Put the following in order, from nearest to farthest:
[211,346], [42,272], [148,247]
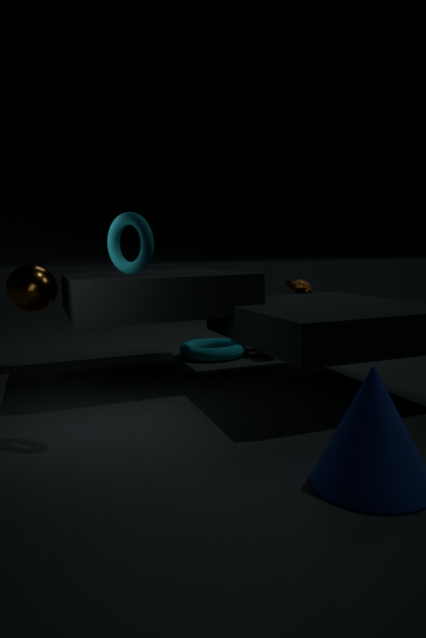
[148,247], [42,272], [211,346]
